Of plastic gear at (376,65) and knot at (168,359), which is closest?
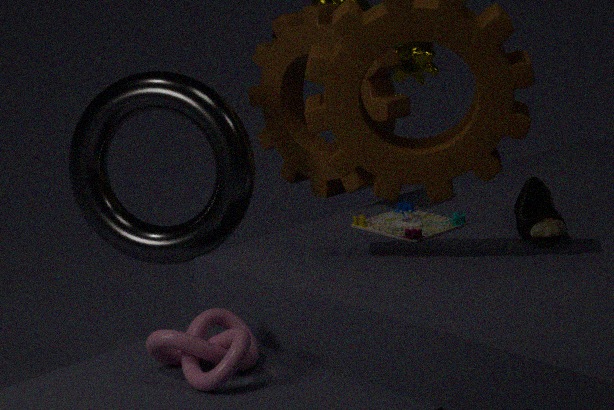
knot at (168,359)
